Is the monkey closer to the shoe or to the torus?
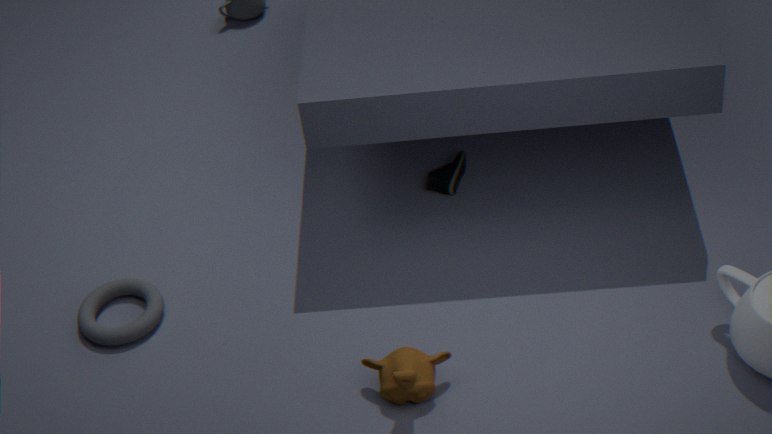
the torus
